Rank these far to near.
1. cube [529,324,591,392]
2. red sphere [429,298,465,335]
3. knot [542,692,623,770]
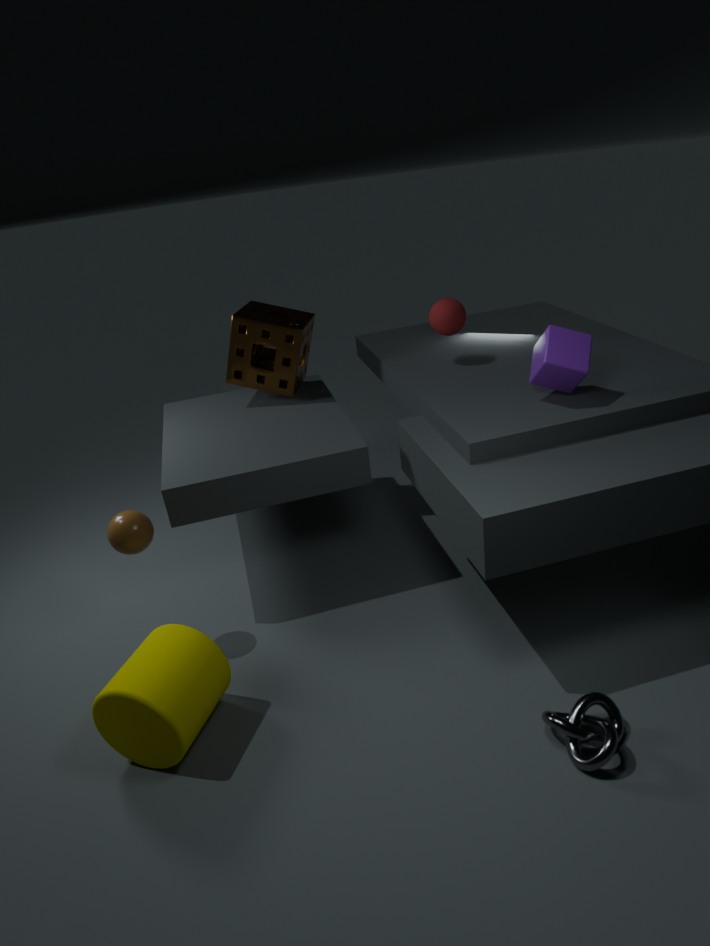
1. red sphere [429,298,465,335]
2. cube [529,324,591,392]
3. knot [542,692,623,770]
